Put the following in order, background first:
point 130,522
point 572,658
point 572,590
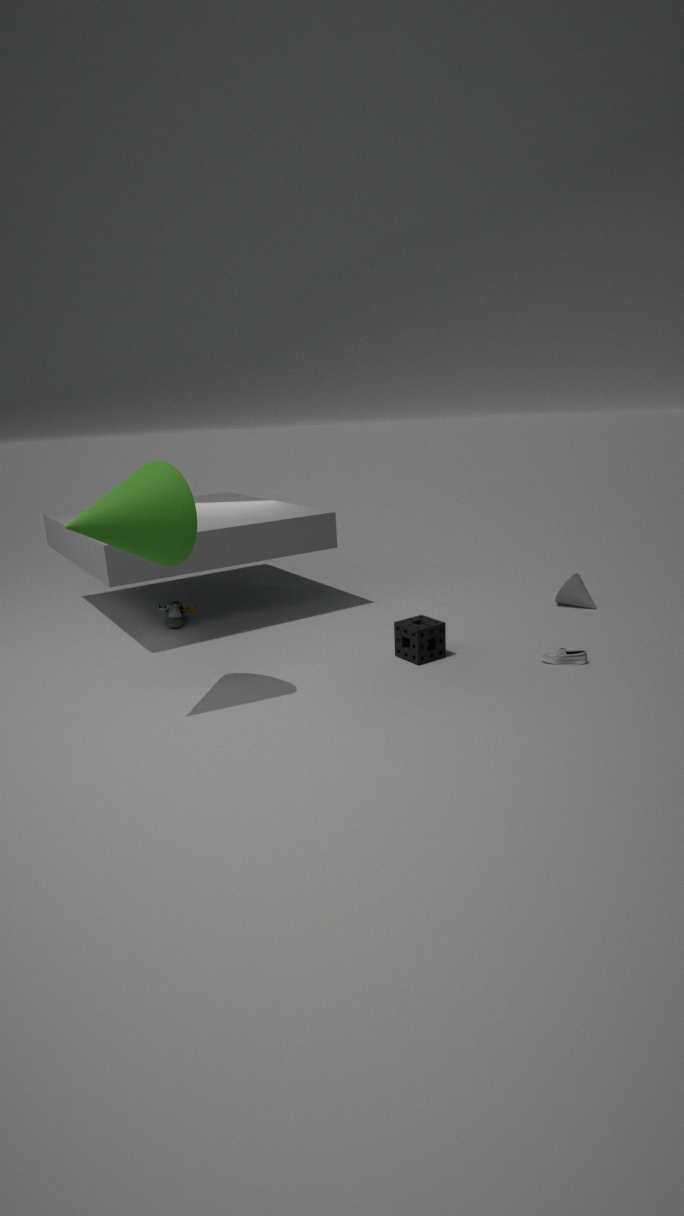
point 572,590, point 572,658, point 130,522
